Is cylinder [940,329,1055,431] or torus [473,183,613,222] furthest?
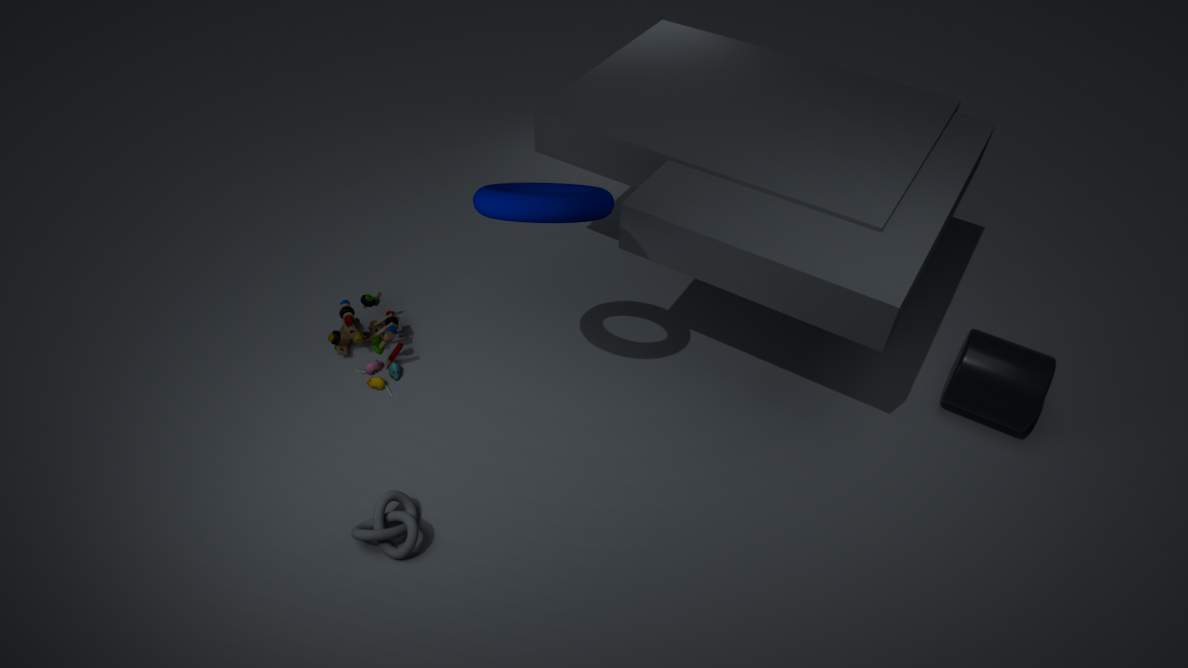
cylinder [940,329,1055,431]
